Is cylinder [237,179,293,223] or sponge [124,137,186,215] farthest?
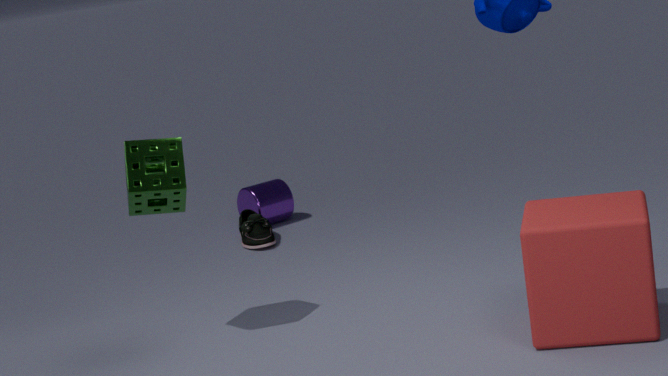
cylinder [237,179,293,223]
